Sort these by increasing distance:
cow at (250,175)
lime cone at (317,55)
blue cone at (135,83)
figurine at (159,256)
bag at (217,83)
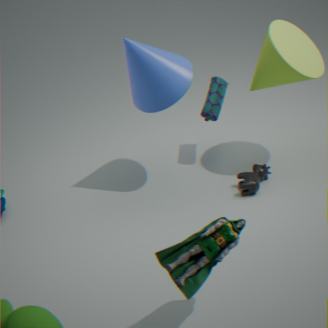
figurine at (159,256) < blue cone at (135,83) < lime cone at (317,55) < cow at (250,175) < bag at (217,83)
